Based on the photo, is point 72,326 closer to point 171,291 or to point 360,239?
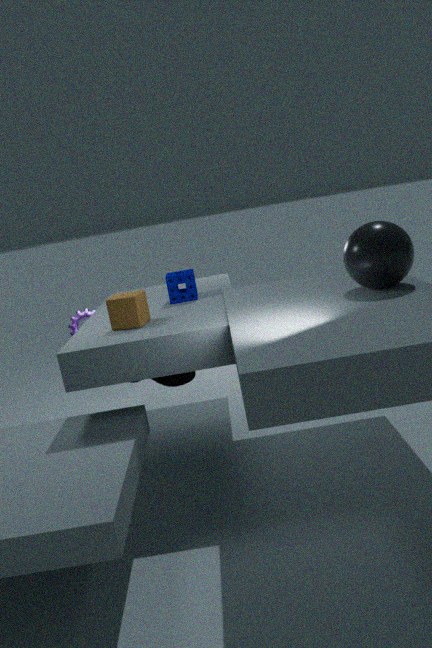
point 171,291
